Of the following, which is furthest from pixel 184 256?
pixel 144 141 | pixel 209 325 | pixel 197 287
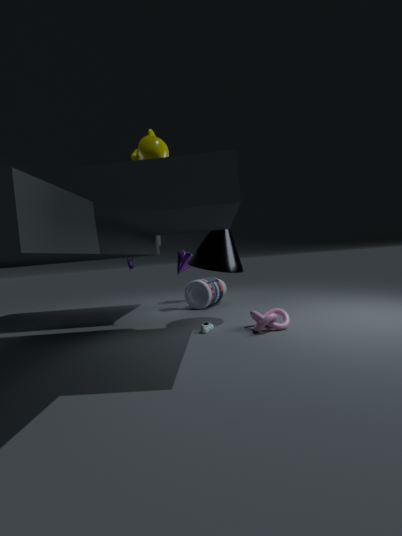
pixel 144 141
